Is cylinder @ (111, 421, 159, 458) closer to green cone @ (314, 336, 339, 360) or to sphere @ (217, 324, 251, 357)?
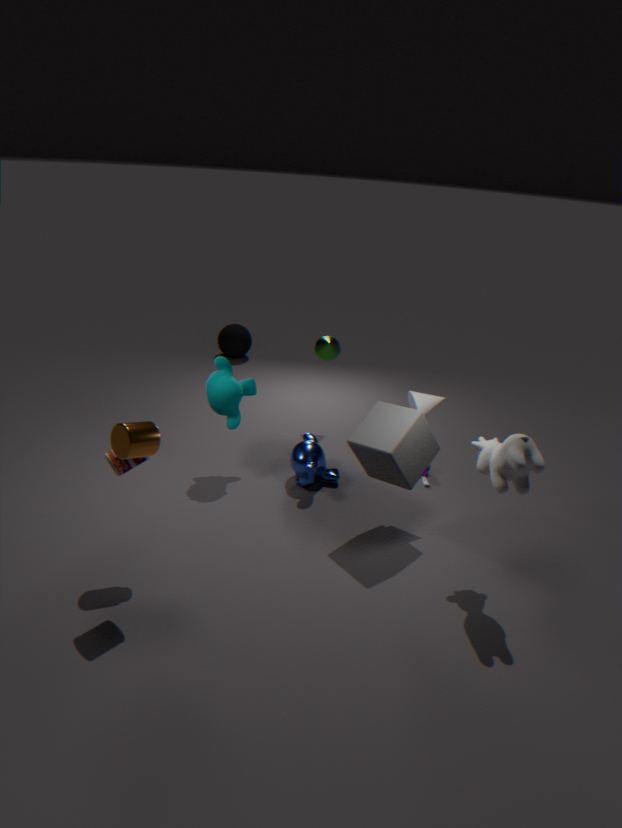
green cone @ (314, 336, 339, 360)
